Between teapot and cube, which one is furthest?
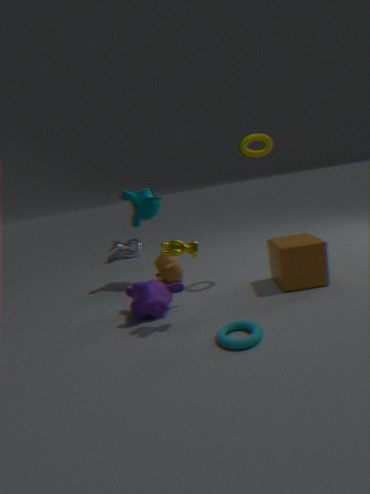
teapot
